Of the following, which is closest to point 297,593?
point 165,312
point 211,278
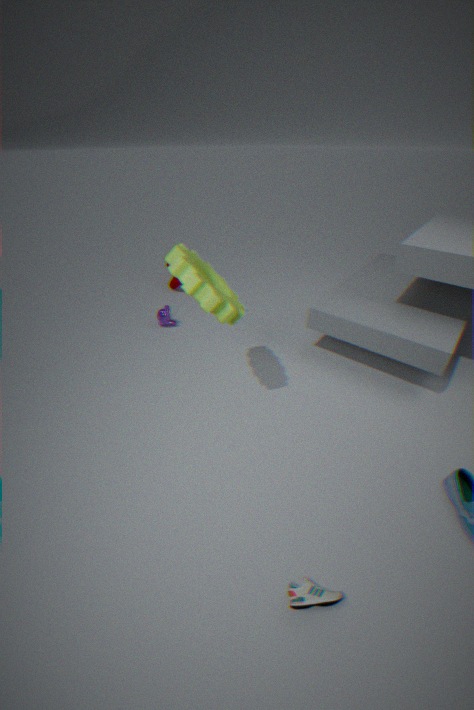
point 211,278
